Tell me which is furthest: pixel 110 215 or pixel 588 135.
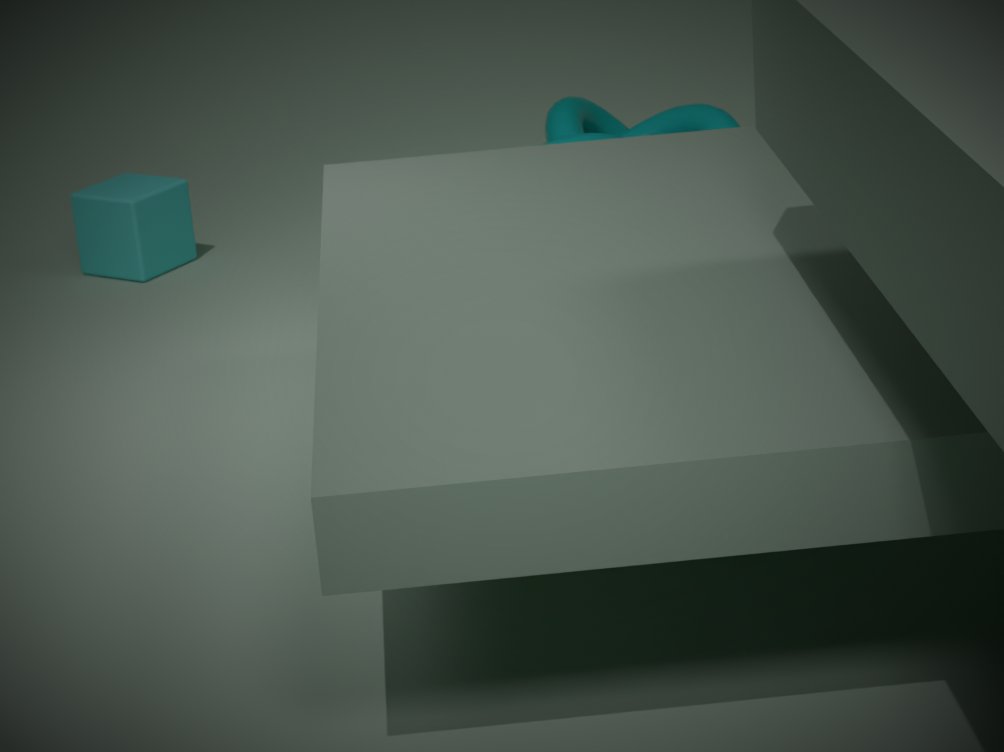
pixel 110 215
